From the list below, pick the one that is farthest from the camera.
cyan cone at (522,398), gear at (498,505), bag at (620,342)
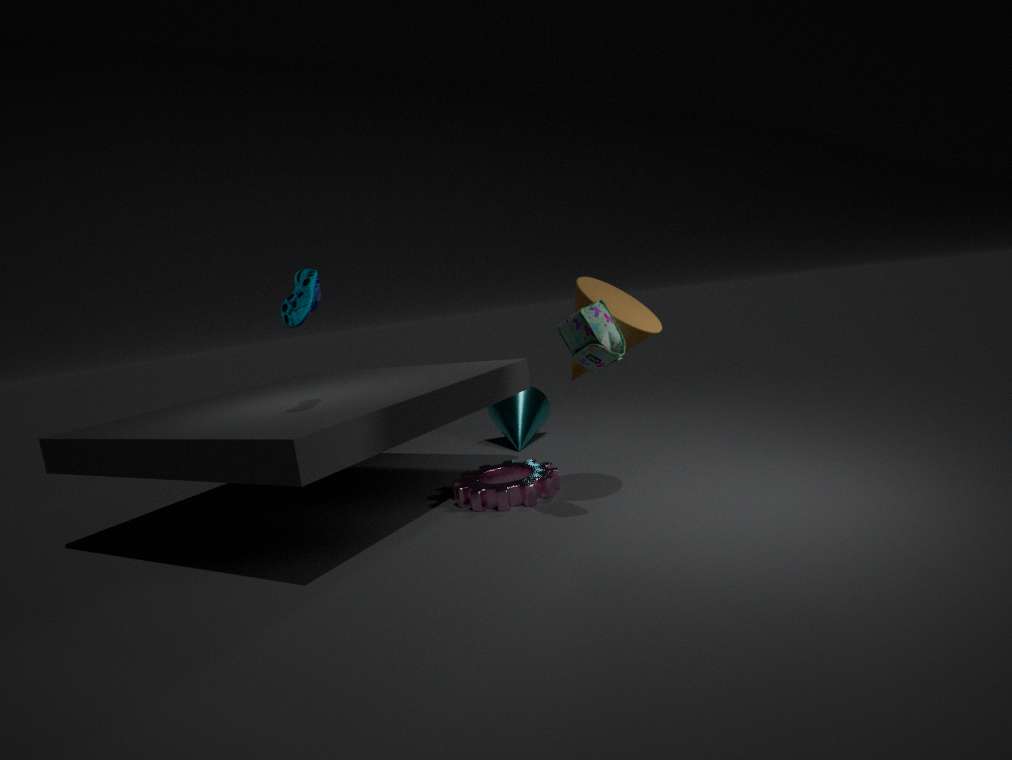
cyan cone at (522,398)
